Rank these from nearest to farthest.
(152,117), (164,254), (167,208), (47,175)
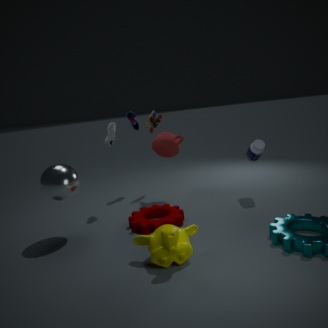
(164,254), (47,175), (167,208), (152,117)
